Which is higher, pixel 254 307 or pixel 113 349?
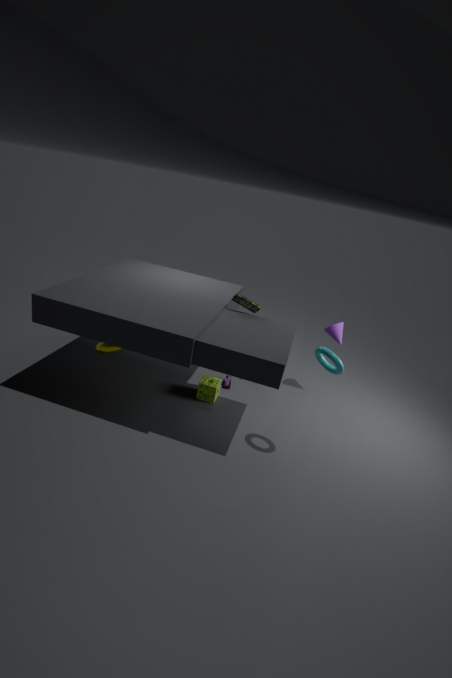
pixel 254 307
